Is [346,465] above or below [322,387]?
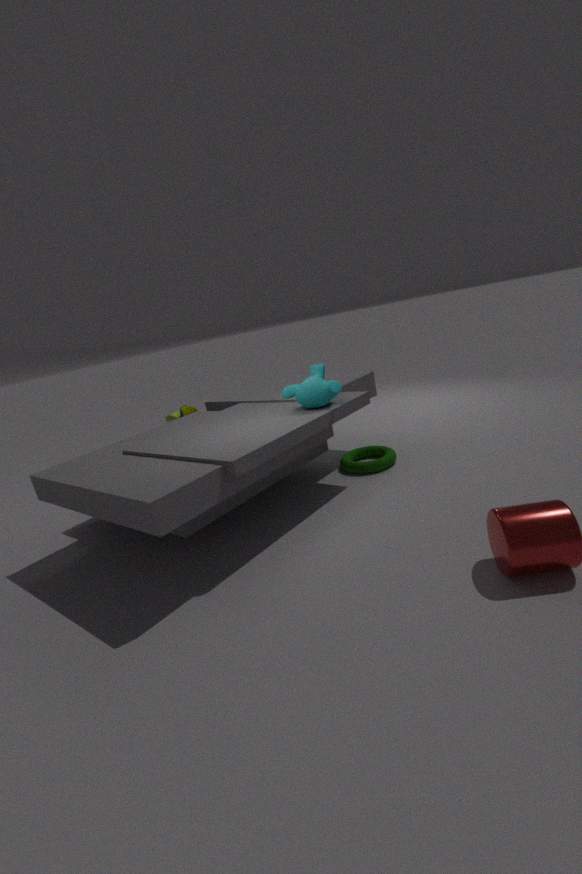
below
